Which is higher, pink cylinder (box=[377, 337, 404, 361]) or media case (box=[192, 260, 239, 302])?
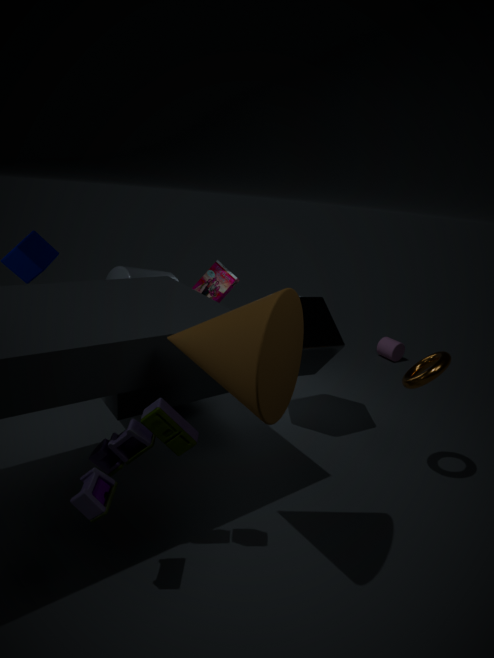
media case (box=[192, 260, 239, 302])
